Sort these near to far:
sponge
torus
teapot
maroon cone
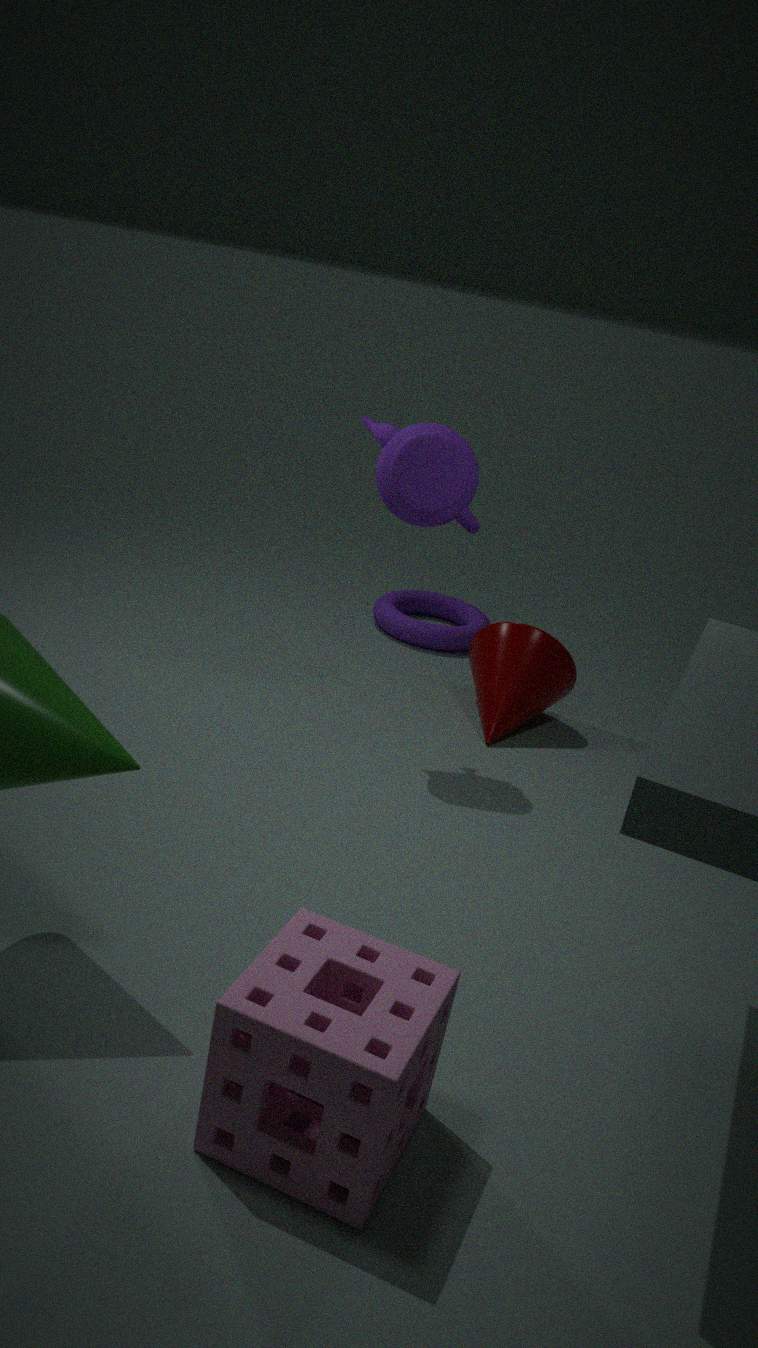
sponge, teapot, maroon cone, torus
